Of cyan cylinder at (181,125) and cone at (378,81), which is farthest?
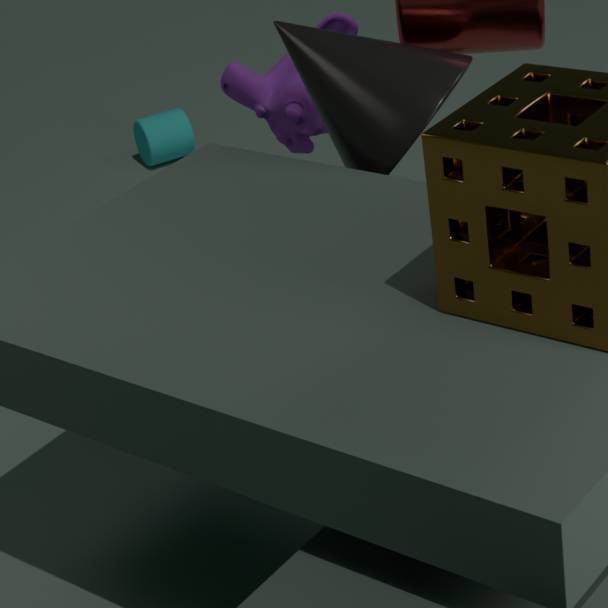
cyan cylinder at (181,125)
